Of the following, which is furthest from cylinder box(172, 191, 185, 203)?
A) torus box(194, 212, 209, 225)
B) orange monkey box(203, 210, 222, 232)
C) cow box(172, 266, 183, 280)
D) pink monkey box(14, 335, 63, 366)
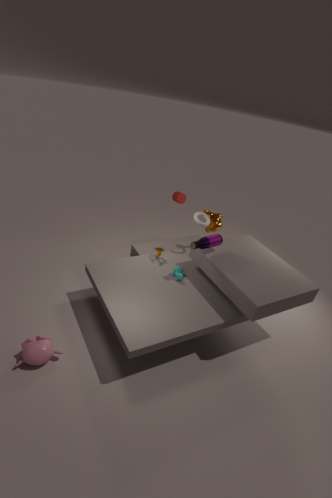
pink monkey box(14, 335, 63, 366)
